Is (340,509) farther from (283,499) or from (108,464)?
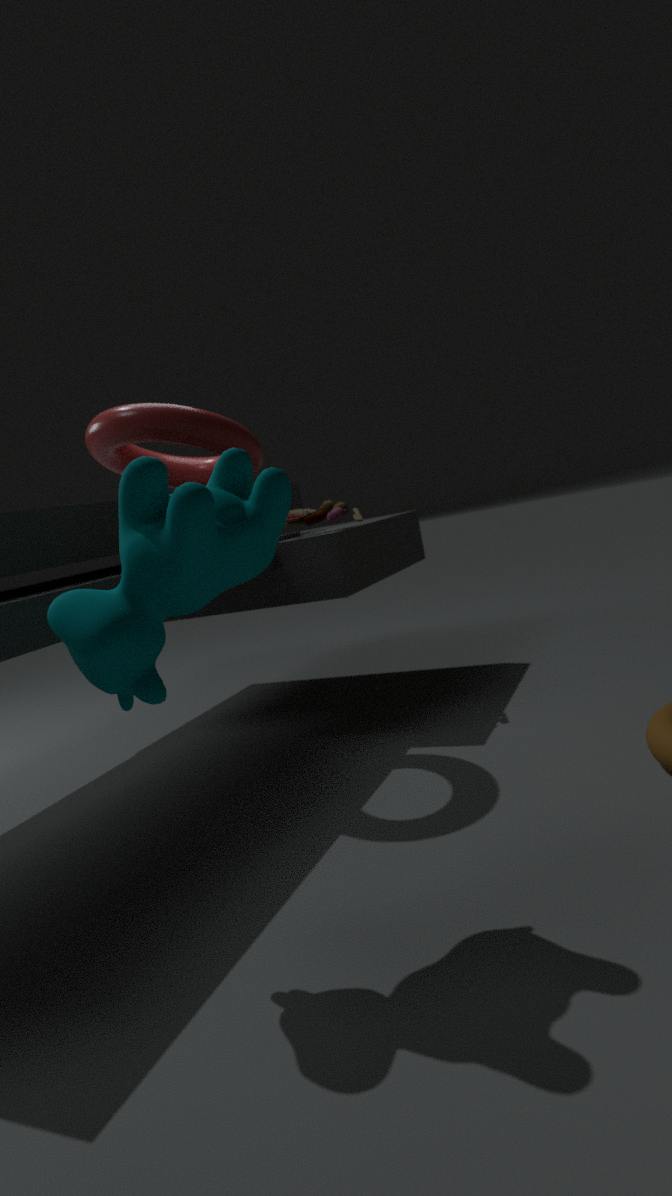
(283,499)
